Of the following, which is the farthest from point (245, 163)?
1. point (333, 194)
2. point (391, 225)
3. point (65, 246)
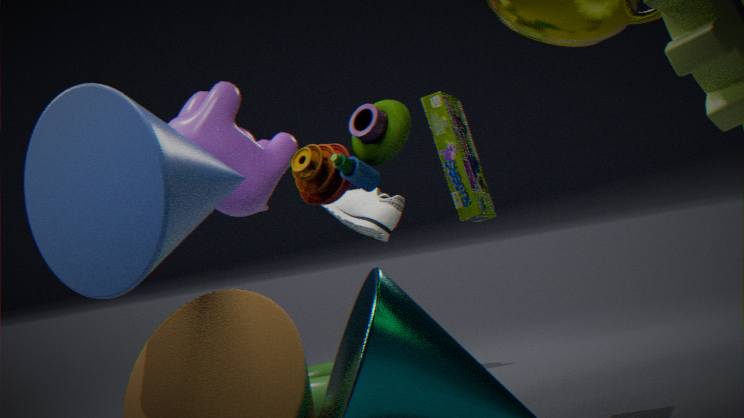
point (391, 225)
